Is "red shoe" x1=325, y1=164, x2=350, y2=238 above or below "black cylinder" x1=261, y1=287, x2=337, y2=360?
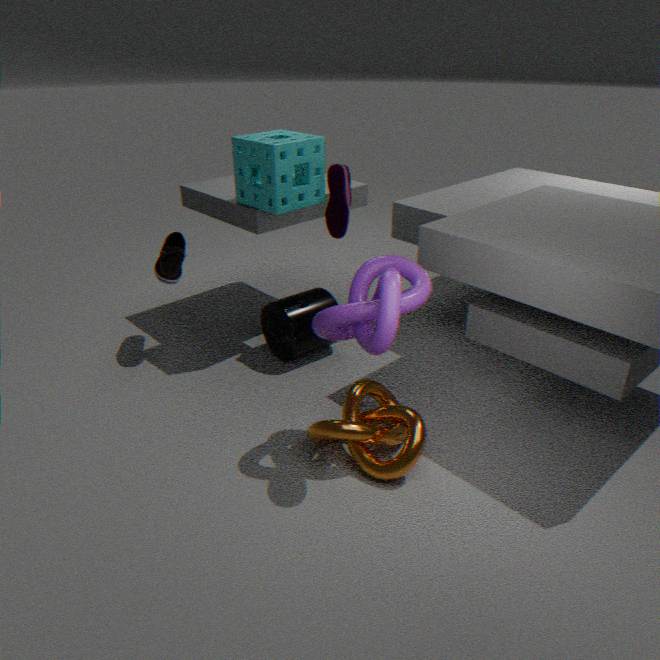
above
